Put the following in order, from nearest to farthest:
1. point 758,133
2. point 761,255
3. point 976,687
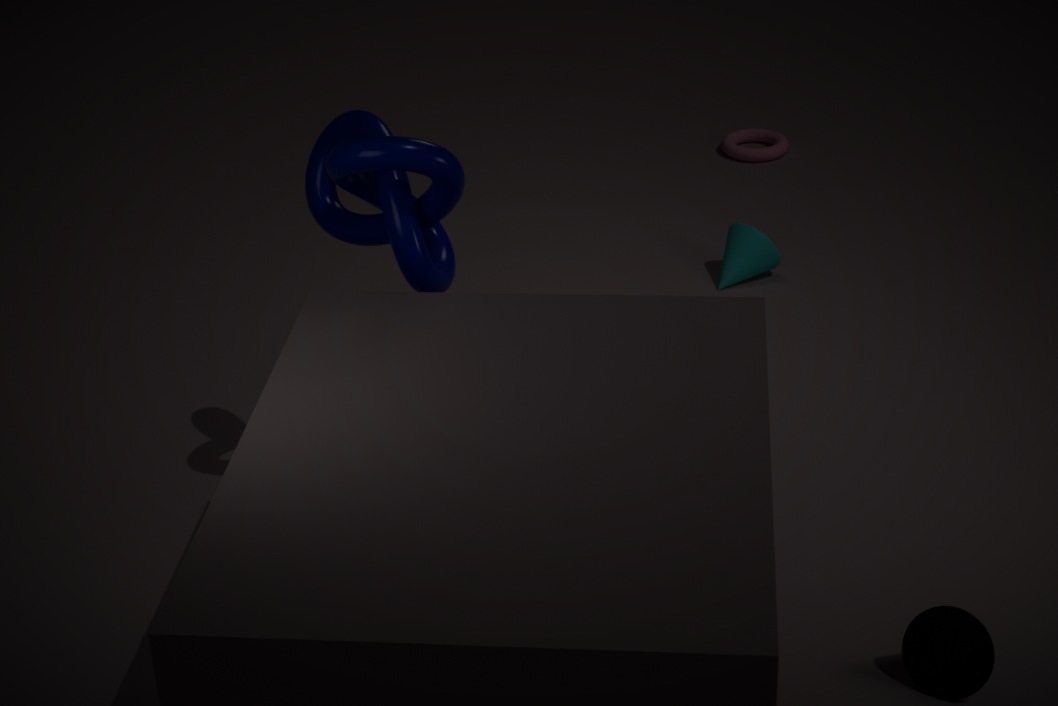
point 976,687
point 761,255
point 758,133
